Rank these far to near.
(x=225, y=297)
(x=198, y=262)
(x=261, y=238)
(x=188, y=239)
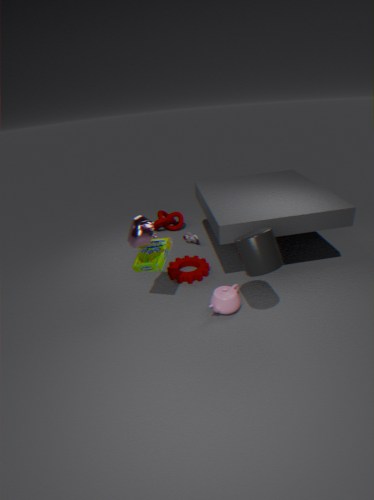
1. (x=188, y=239)
2. (x=198, y=262)
3. (x=225, y=297)
4. (x=261, y=238)
